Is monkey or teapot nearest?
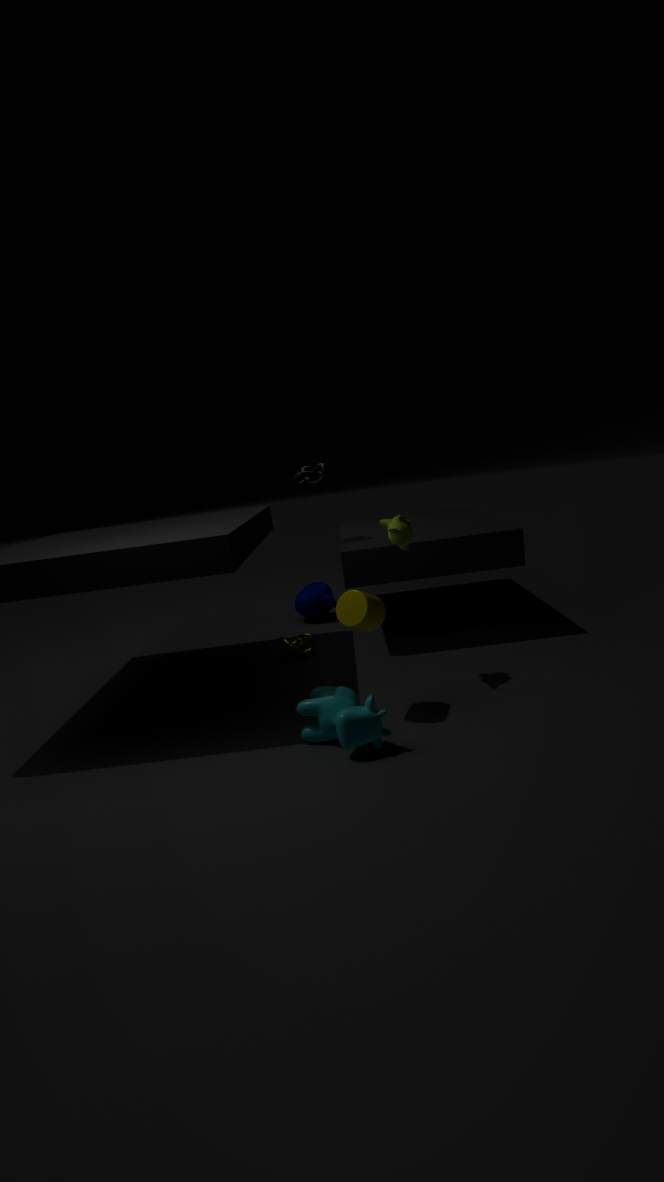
monkey
